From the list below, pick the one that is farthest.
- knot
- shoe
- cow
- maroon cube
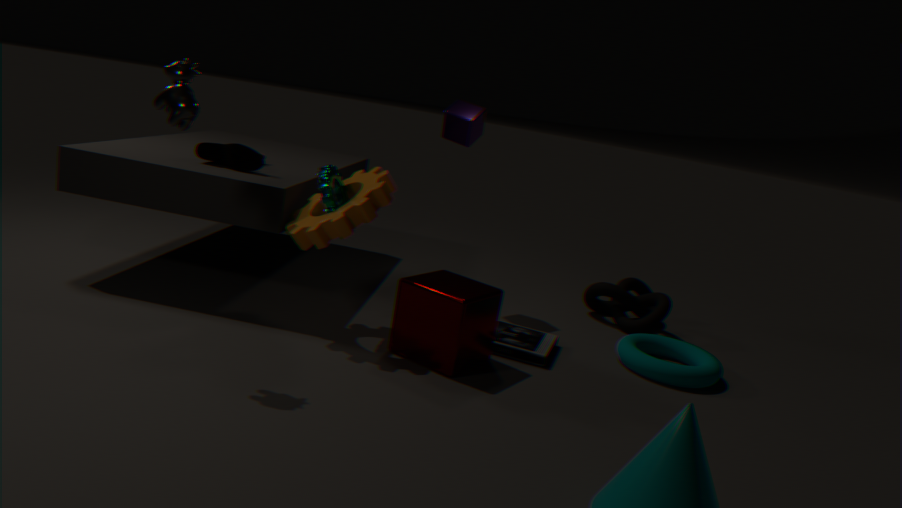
knot
